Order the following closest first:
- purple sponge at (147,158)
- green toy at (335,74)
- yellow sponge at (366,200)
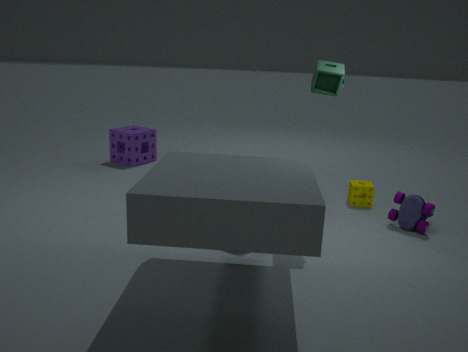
1. green toy at (335,74)
2. yellow sponge at (366,200)
3. purple sponge at (147,158)
